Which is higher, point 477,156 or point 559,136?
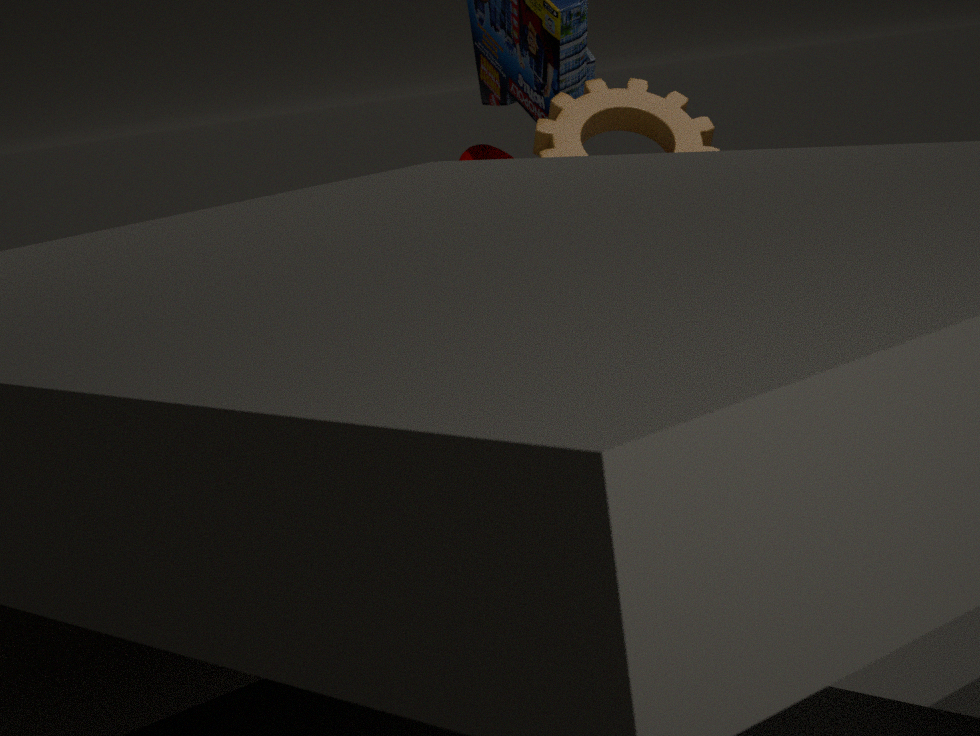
point 559,136
